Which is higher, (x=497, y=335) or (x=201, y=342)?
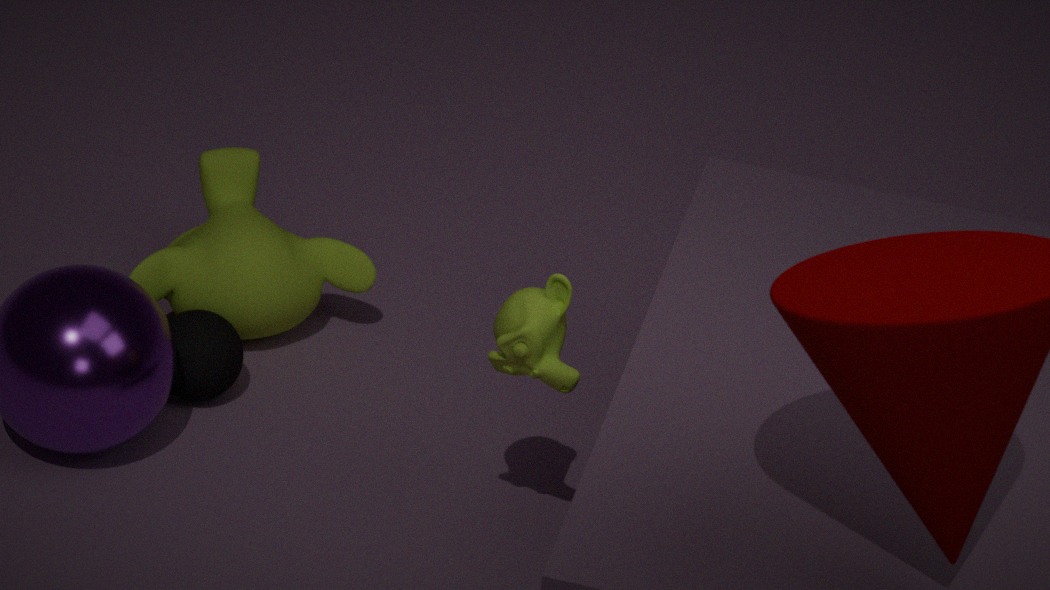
(x=497, y=335)
